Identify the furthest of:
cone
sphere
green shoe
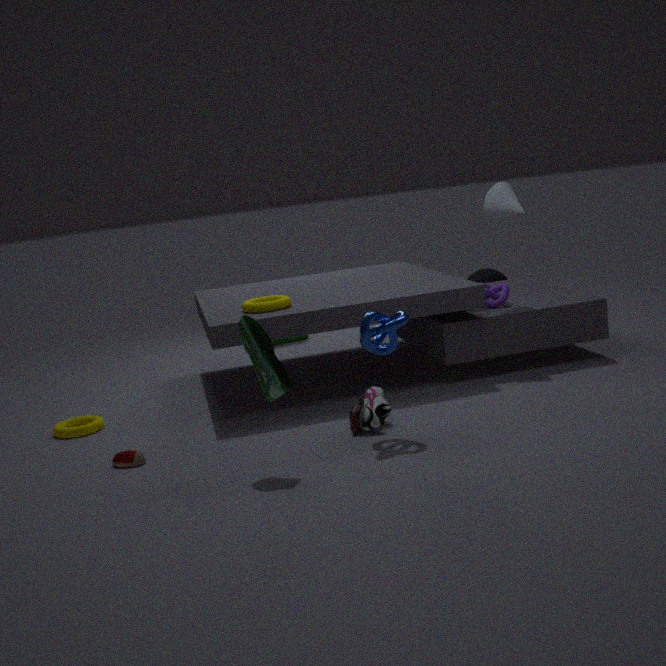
sphere
